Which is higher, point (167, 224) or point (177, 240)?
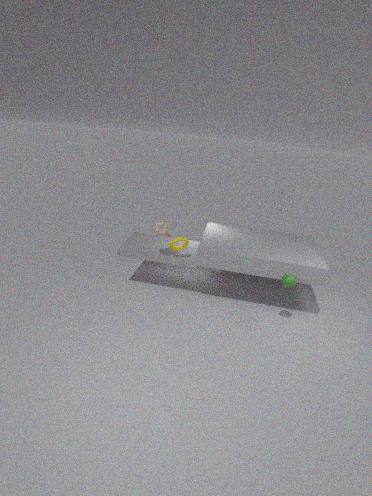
point (167, 224)
